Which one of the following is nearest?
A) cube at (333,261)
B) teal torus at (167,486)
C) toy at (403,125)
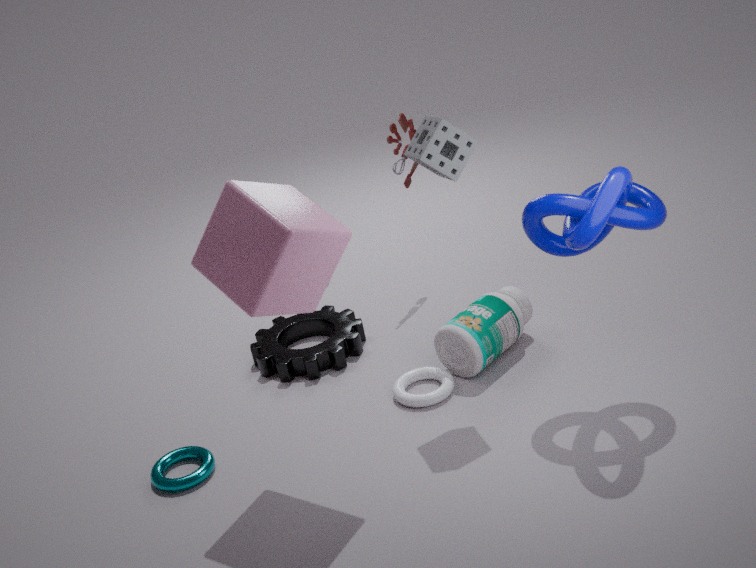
A. cube at (333,261)
